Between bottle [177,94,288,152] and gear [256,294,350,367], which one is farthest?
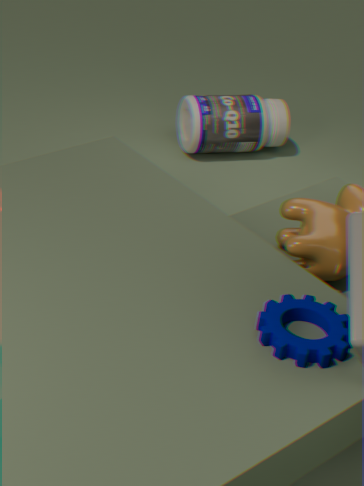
bottle [177,94,288,152]
